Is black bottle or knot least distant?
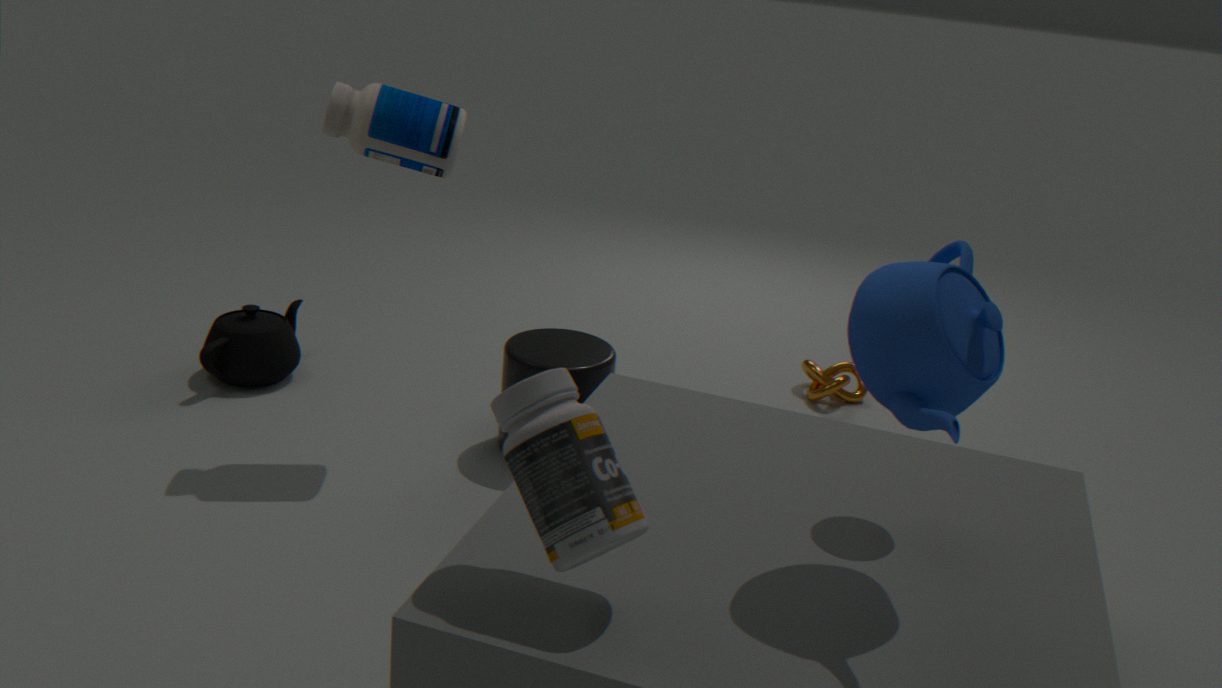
black bottle
